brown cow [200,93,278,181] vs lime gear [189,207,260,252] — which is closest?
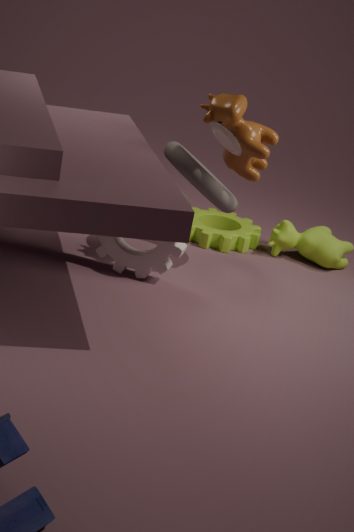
brown cow [200,93,278,181]
